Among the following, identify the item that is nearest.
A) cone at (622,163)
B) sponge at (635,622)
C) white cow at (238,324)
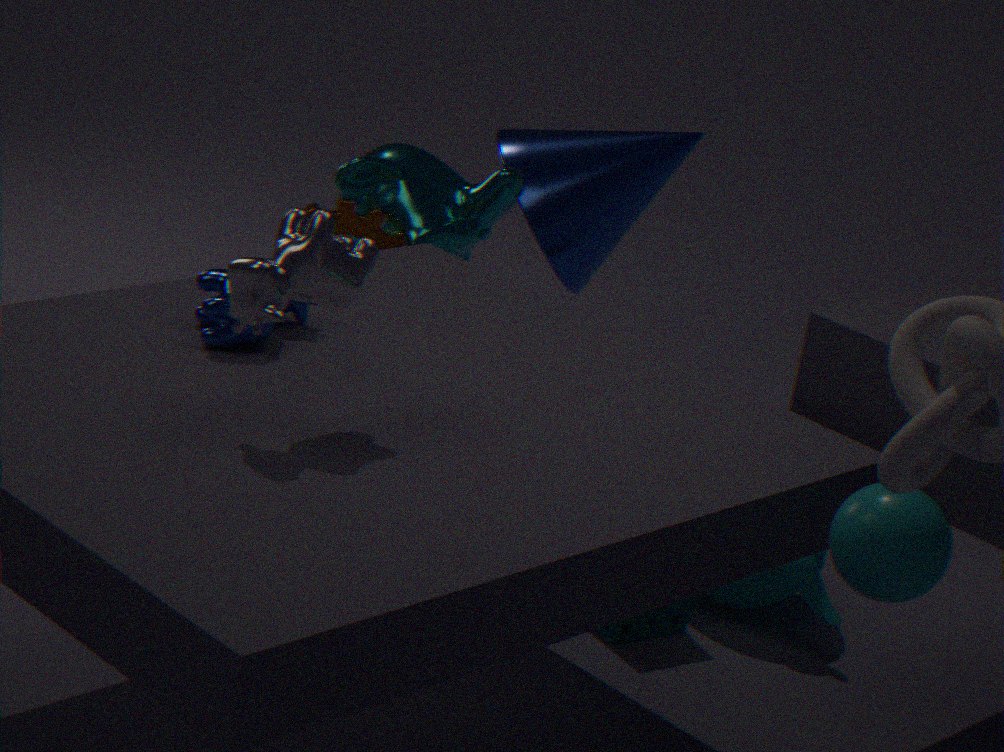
white cow at (238,324)
